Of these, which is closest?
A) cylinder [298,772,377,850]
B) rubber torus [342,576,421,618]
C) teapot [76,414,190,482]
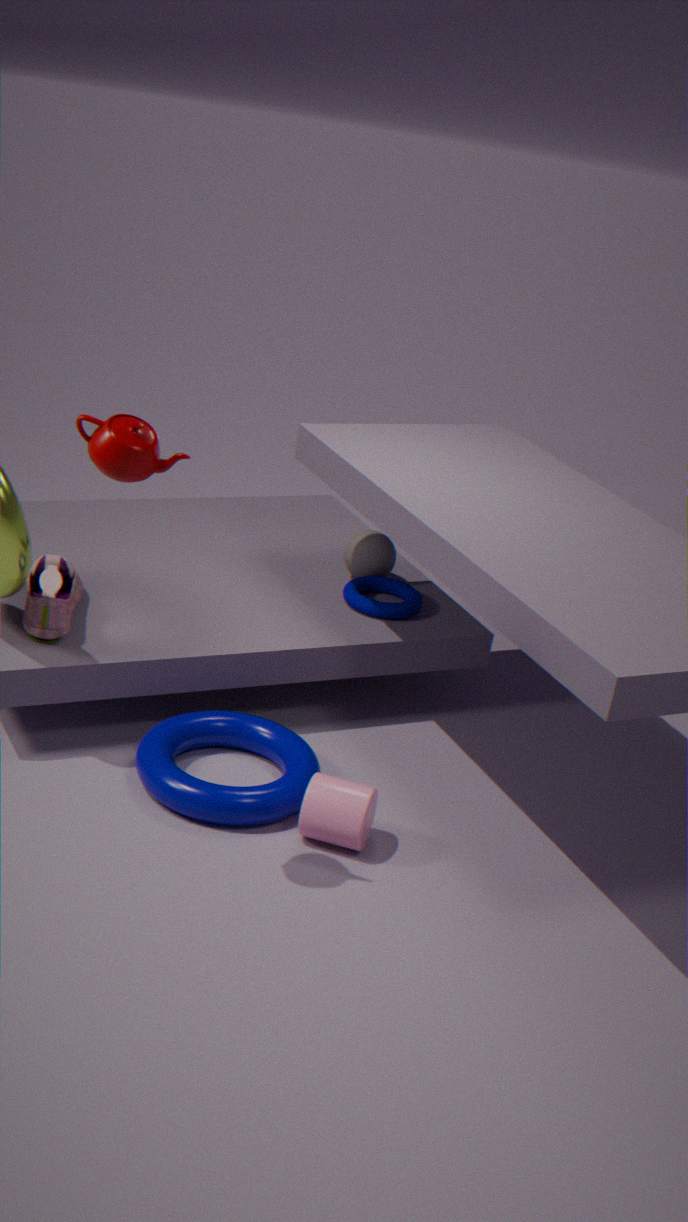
teapot [76,414,190,482]
